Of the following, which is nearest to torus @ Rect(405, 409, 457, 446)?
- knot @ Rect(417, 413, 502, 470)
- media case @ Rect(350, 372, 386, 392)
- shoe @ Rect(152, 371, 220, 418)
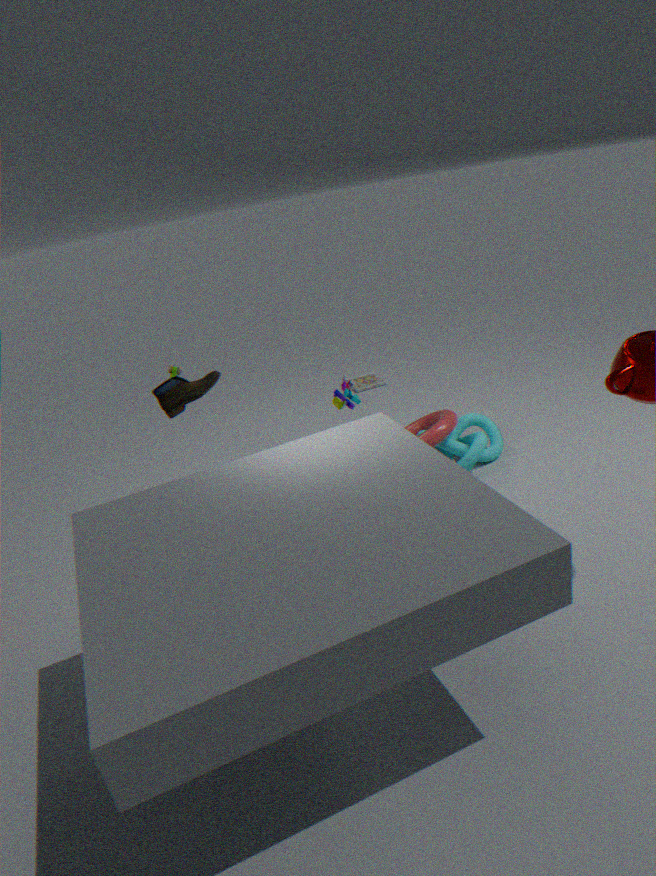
knot @ Rect(417, 413, 502, 470)
